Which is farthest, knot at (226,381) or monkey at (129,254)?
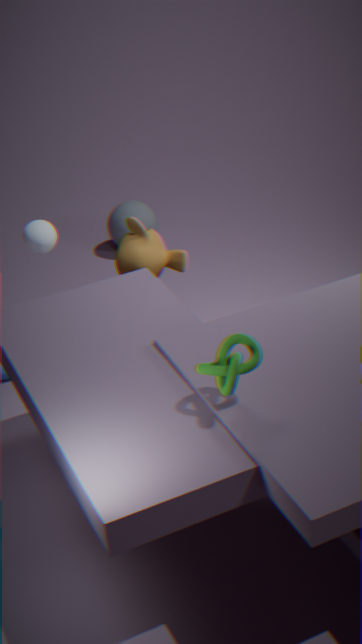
monkey at (129,254)
